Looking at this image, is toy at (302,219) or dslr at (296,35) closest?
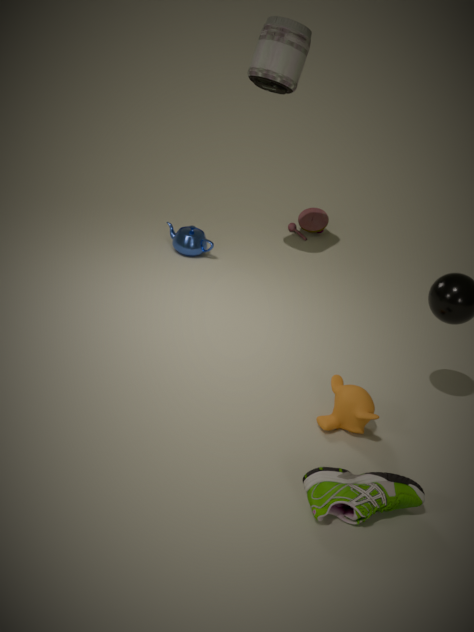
dslr at (296,35)
